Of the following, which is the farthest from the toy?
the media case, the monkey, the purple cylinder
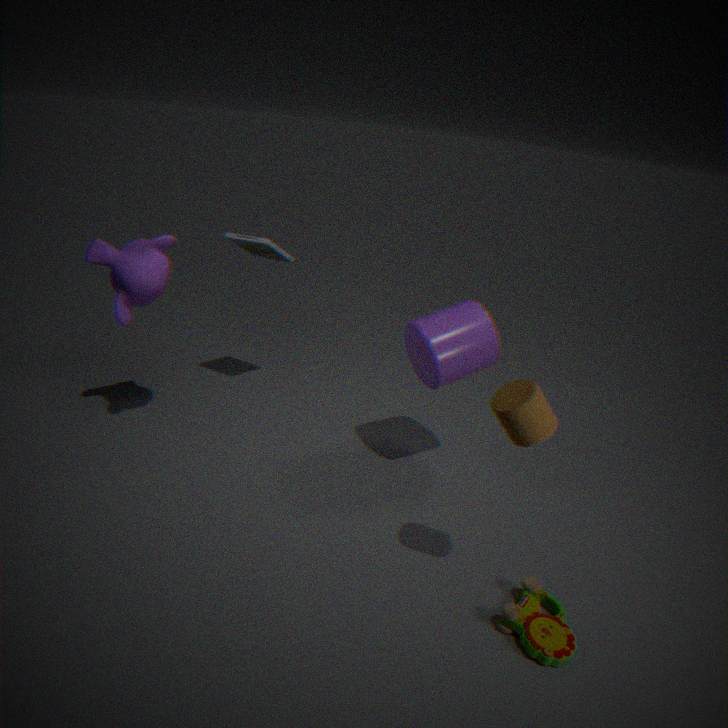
the monkey
